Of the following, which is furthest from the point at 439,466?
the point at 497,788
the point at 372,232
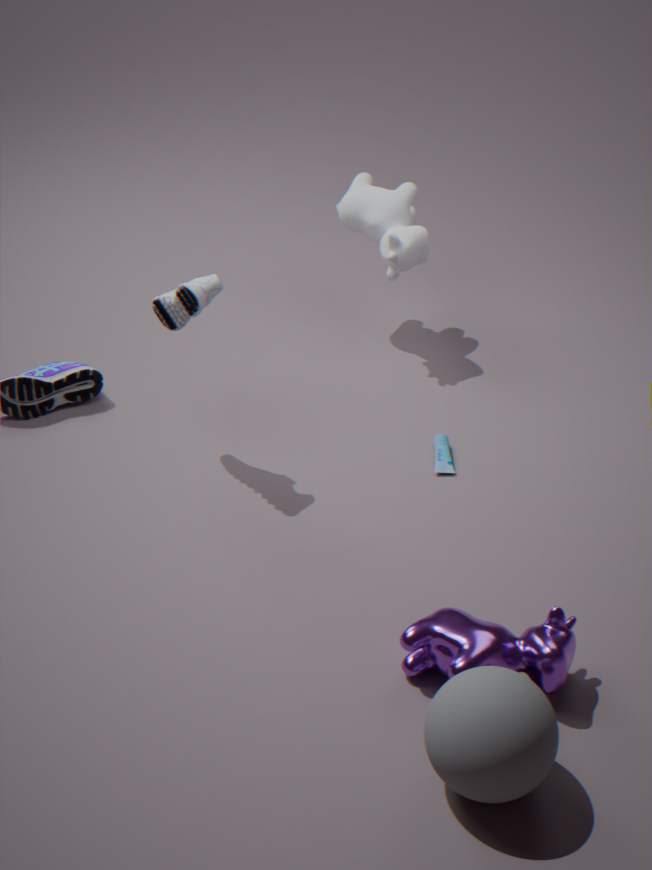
the point at 497,788
